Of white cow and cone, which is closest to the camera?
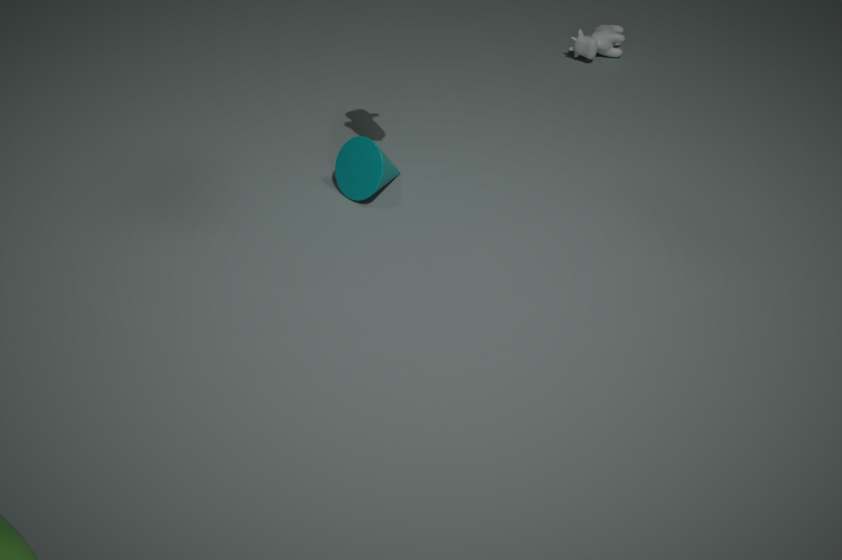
cone
